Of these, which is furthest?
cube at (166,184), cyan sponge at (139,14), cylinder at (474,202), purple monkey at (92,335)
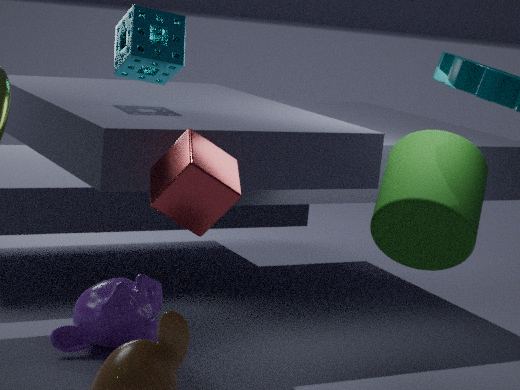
purple monkey at (92,335)
